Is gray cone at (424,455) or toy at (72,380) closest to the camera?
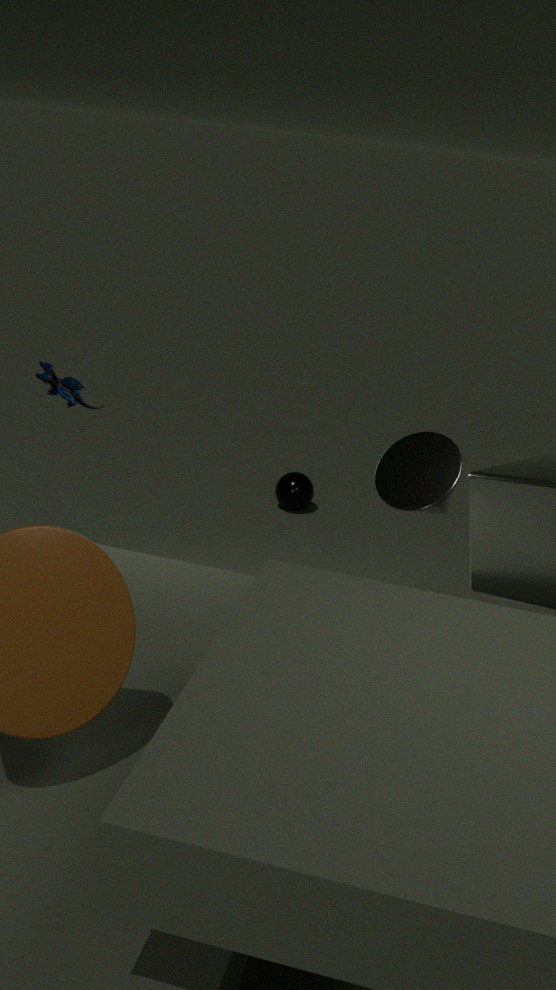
gray cone at (424,455)
